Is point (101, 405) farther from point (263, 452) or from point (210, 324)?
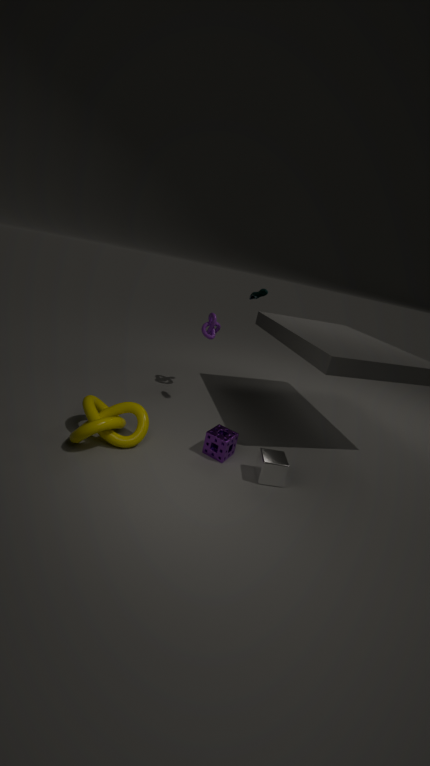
point (210, 324)
